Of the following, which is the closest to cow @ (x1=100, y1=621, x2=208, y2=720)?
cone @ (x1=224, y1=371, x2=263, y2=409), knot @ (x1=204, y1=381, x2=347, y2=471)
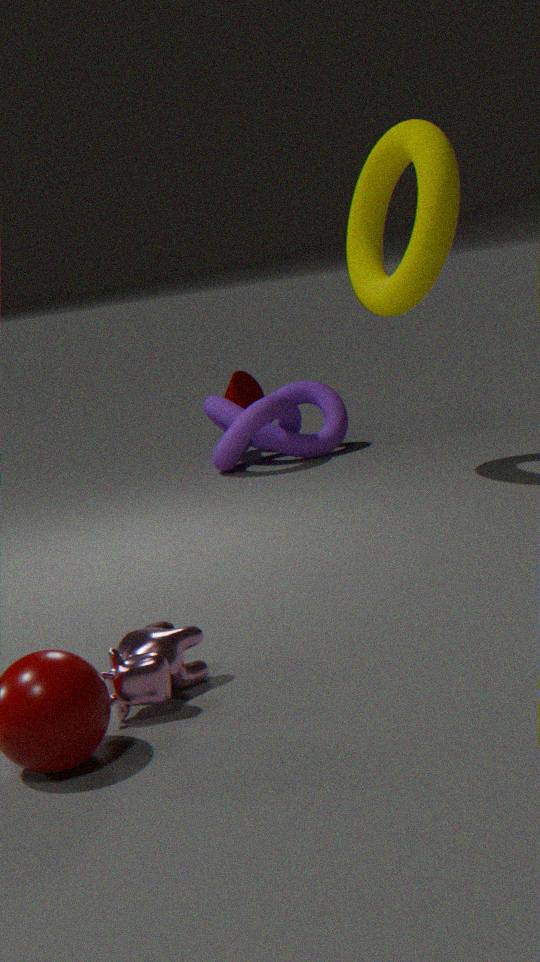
knot @ (x1=204, y1=381, x2=347, y2=471)
